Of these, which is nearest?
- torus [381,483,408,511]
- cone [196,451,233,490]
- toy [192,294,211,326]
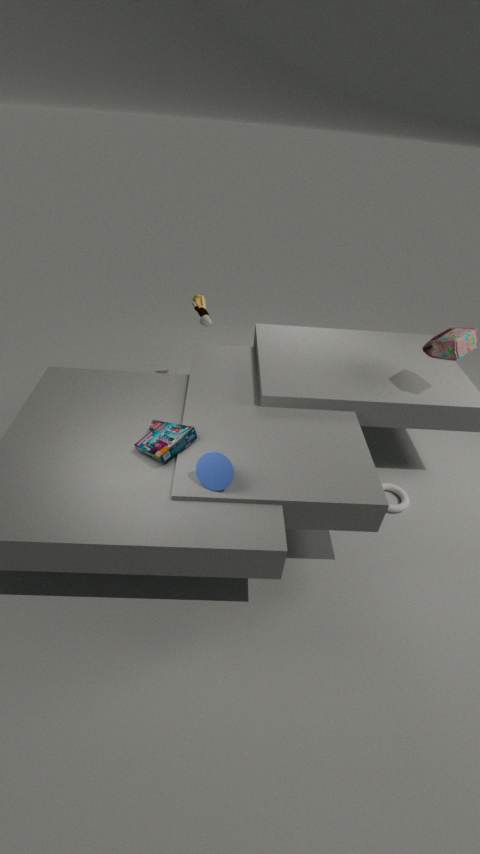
cone [196,451,233,490]
